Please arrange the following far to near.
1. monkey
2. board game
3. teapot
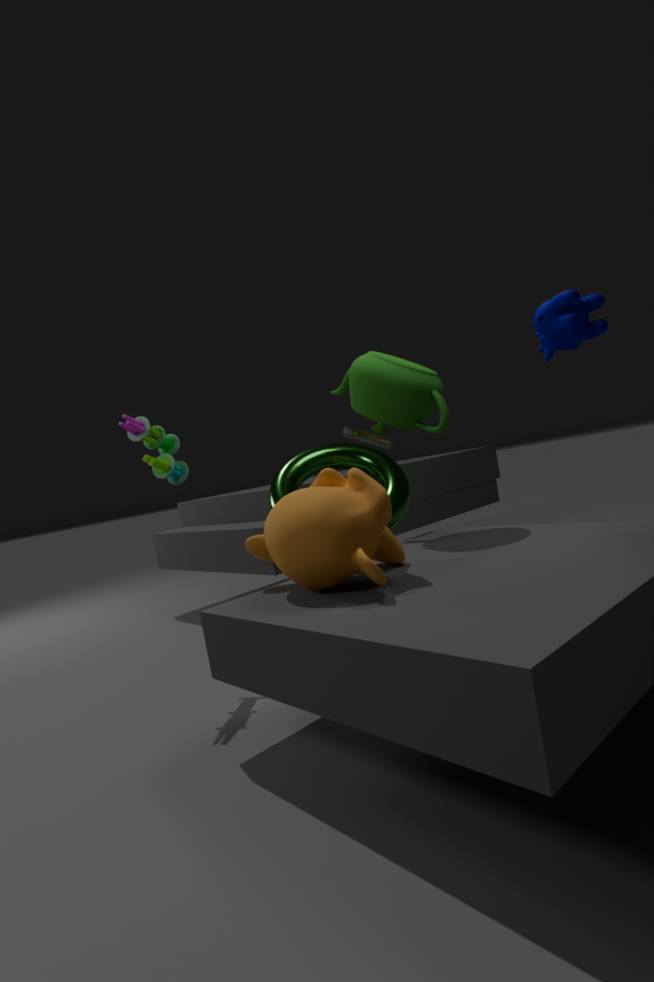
board game, teapot, monkey
